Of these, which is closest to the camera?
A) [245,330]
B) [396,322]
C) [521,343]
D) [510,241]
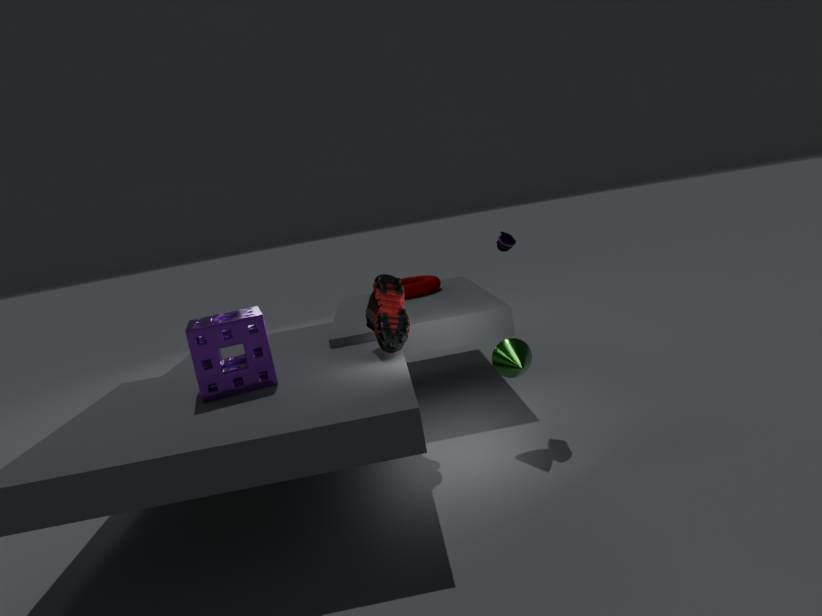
[245,330]
